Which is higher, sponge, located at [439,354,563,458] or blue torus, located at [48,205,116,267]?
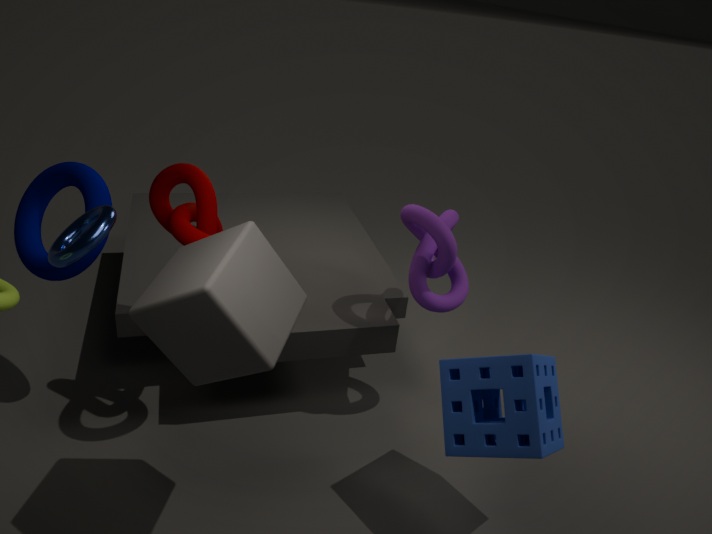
blue torus, located at [48,205,116,267]
